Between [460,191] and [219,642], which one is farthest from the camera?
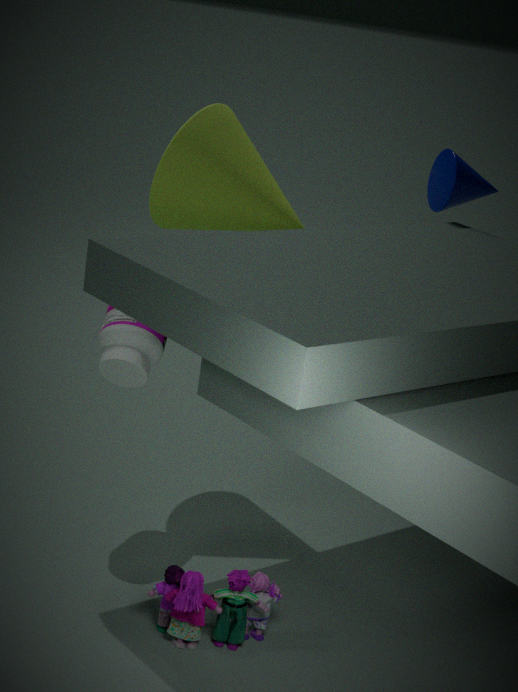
[460,191]
